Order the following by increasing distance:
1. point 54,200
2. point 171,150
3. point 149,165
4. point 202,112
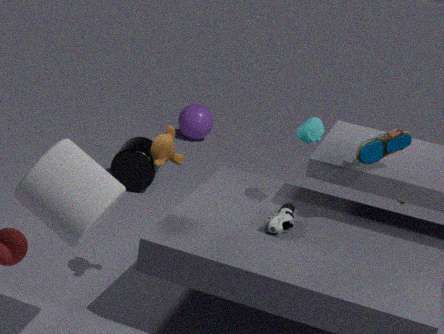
point 54,200 → point 171,150 → point 149,165 → point 202,112
